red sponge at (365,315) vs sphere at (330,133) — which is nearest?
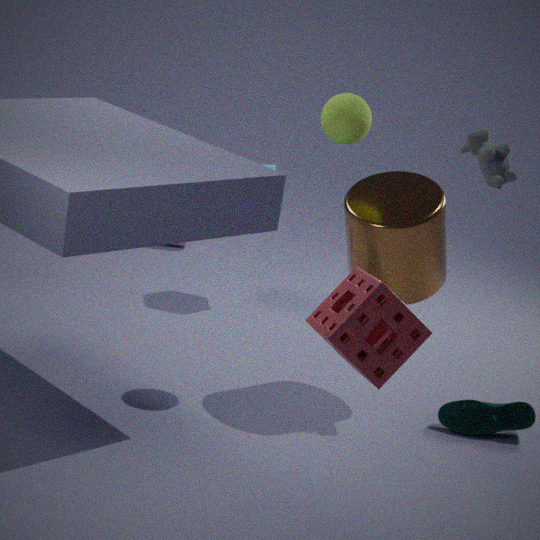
red sponge at (365,315)
